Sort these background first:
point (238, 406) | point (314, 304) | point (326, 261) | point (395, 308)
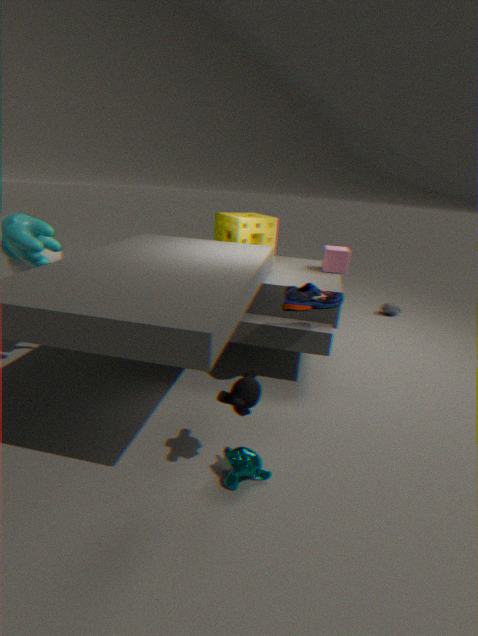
1. point (395, 308)
2. point (326, 261)
3. point (314, 304)
4. point (238, 406)
